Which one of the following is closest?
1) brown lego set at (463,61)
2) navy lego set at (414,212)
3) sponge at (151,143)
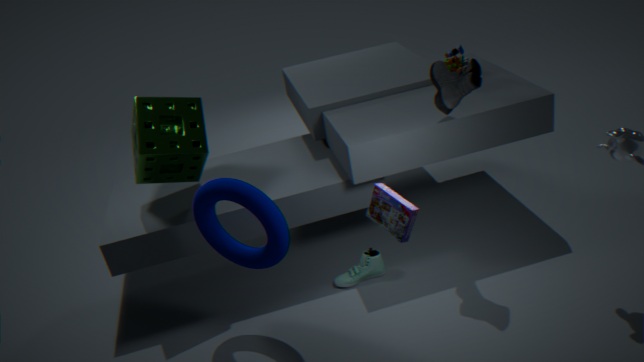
2. navy lego set at (414,212)
